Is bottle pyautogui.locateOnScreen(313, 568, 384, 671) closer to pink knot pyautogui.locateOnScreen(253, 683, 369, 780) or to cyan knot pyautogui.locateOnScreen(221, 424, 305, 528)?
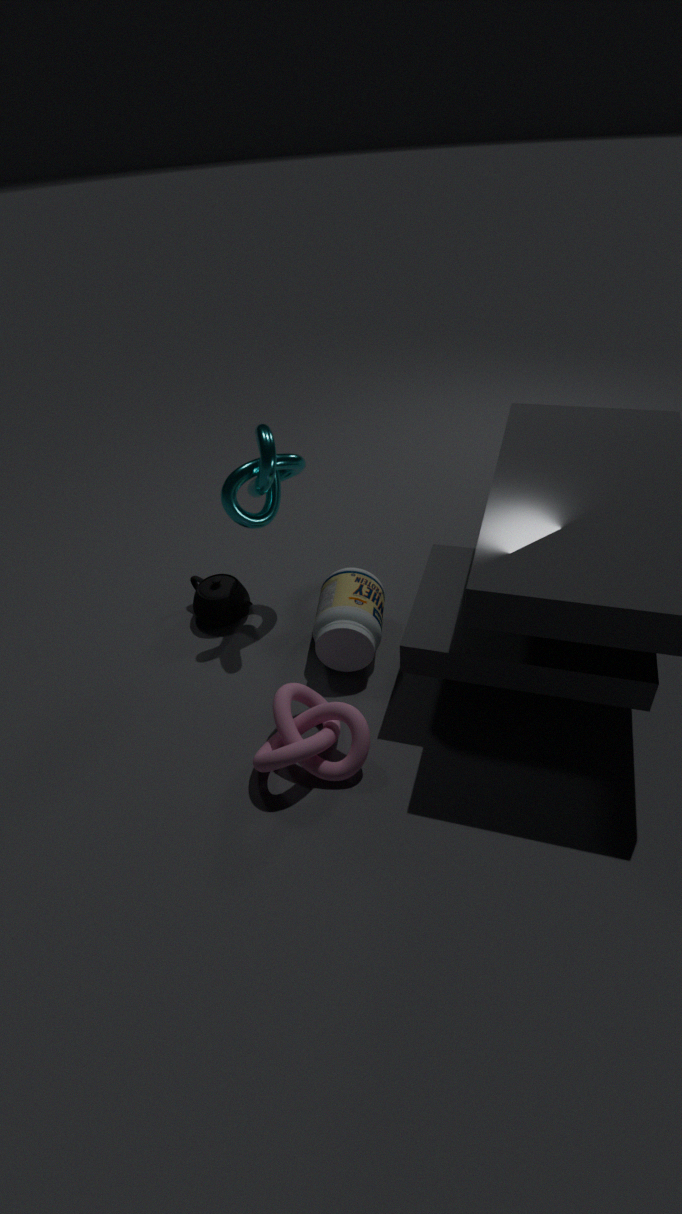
pink knot pyautogui.locateOnScreen(253, 683, 369, 780)
